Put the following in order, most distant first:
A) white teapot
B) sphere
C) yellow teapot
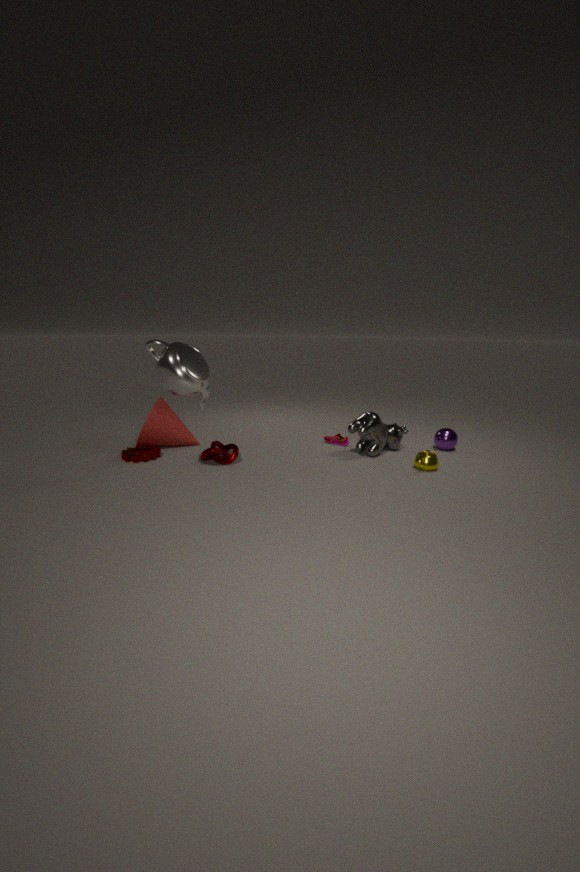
sphere, yellow teapot, white teapot
